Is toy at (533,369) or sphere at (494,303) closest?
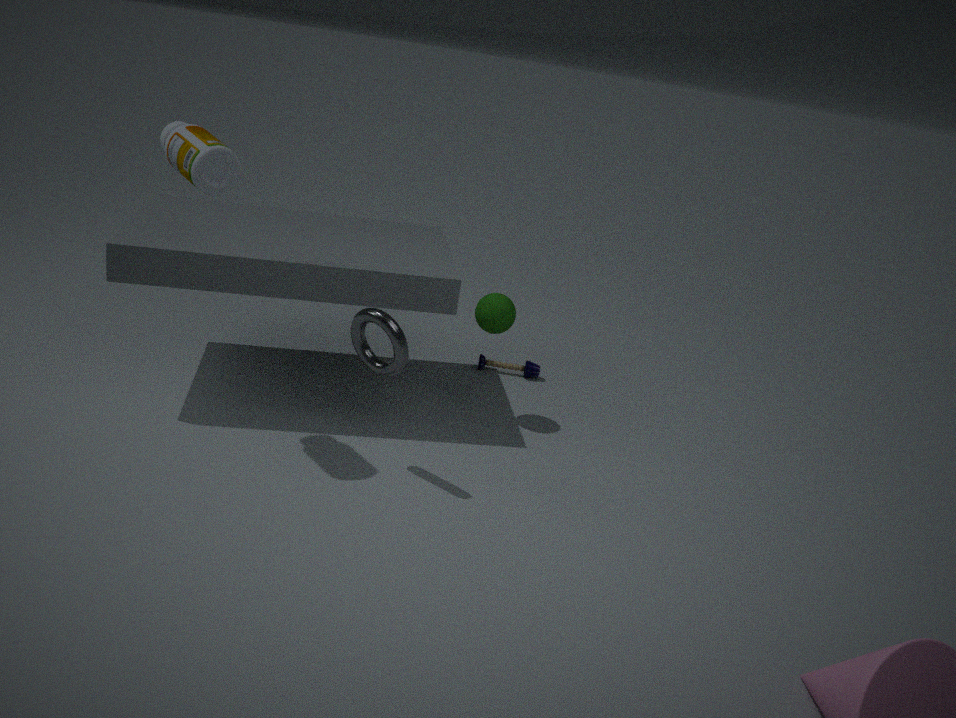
sphere at (494,303)
